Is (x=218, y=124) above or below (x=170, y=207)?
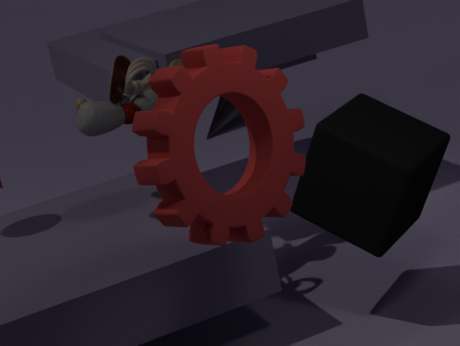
below
